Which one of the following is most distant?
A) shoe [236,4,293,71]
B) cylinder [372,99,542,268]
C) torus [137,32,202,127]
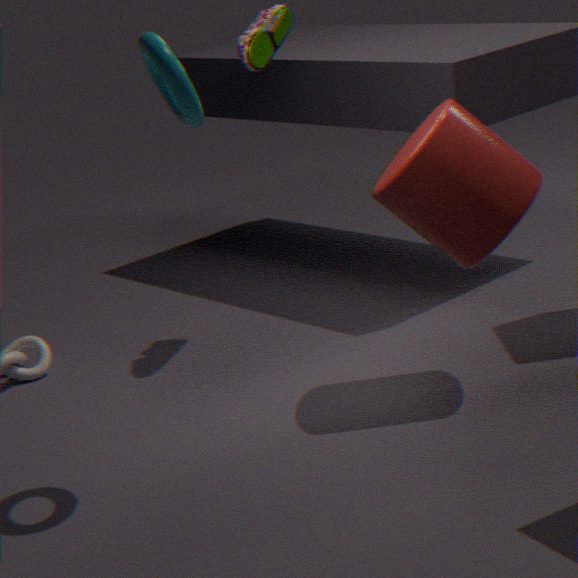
shoe [236,4,293,71]
